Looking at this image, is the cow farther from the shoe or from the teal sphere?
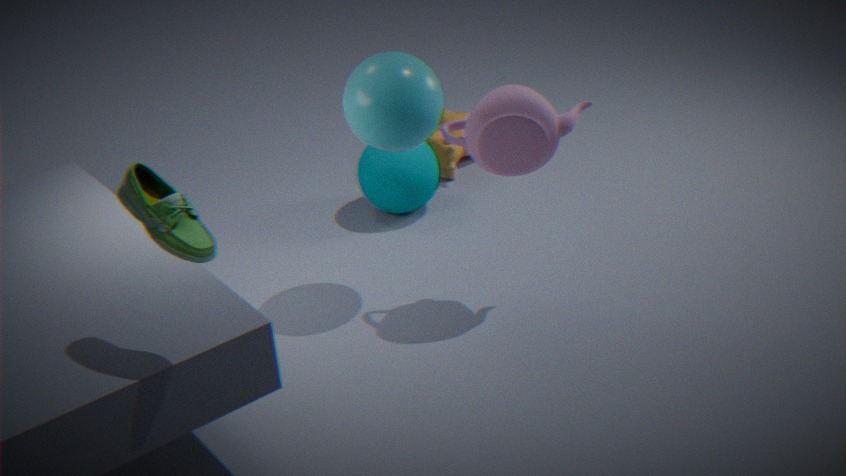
the shoe
